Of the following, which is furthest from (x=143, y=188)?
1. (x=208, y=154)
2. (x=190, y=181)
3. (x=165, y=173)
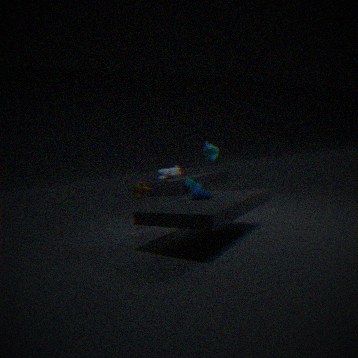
(x=165, y=173)
